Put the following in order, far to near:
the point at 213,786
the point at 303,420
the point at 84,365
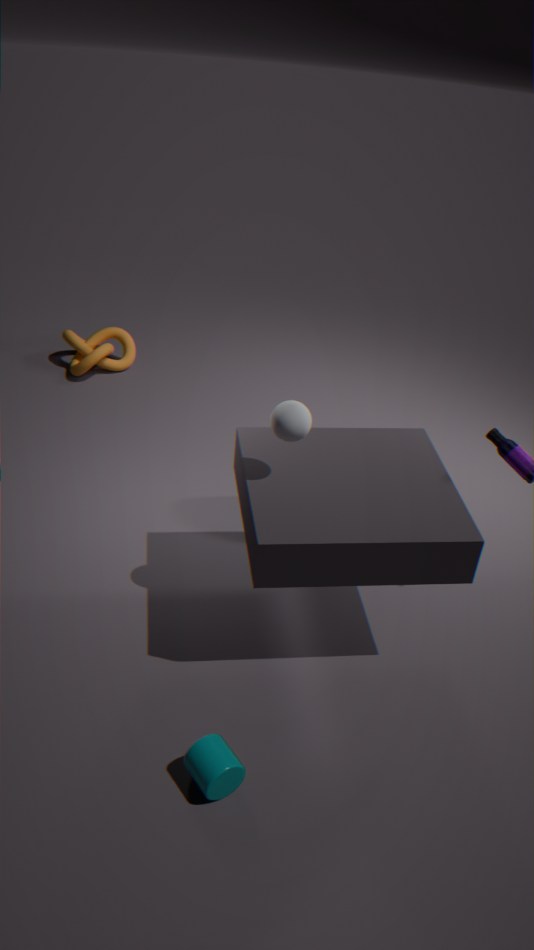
the point at 84,365 → the point at 303,420 → the point at 213,786
